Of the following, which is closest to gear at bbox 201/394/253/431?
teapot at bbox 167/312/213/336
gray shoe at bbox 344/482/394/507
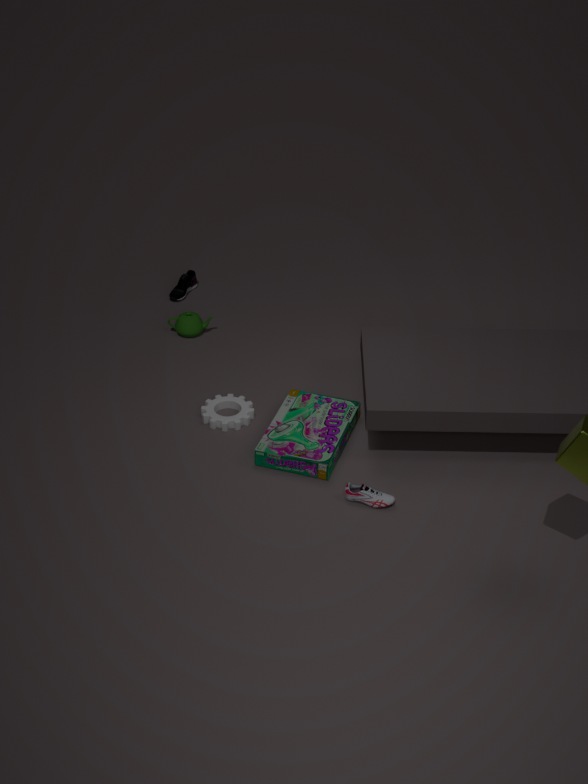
teapot at bbox 167/312/213/336
